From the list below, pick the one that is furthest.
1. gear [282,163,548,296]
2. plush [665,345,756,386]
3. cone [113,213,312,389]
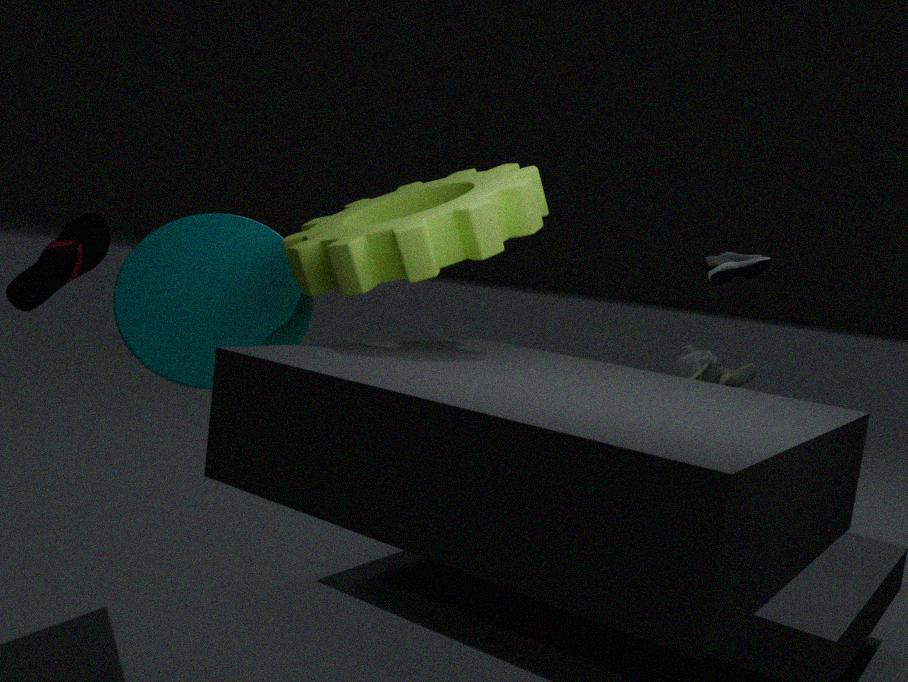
plush [665,345,756,386]
